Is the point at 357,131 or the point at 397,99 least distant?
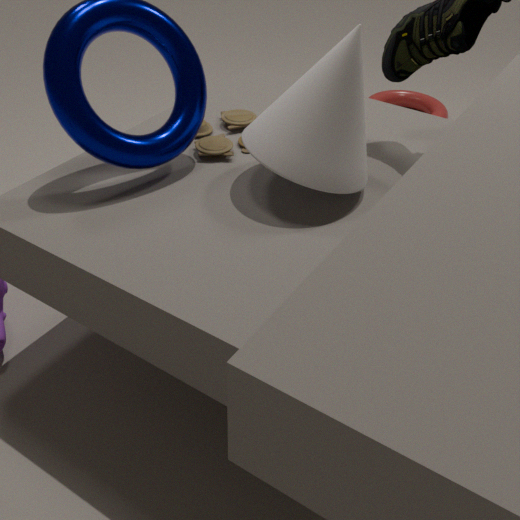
the point at 357,131
